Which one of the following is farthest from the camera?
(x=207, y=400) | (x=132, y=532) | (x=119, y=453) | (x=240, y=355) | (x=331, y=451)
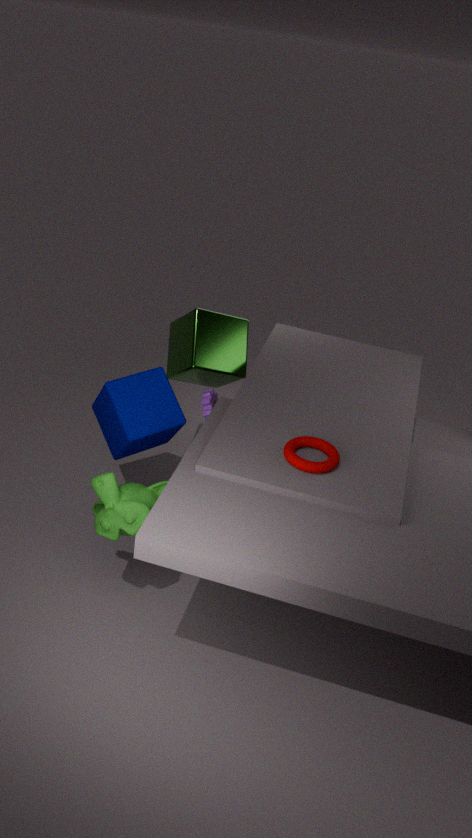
(x=240, y=355)
